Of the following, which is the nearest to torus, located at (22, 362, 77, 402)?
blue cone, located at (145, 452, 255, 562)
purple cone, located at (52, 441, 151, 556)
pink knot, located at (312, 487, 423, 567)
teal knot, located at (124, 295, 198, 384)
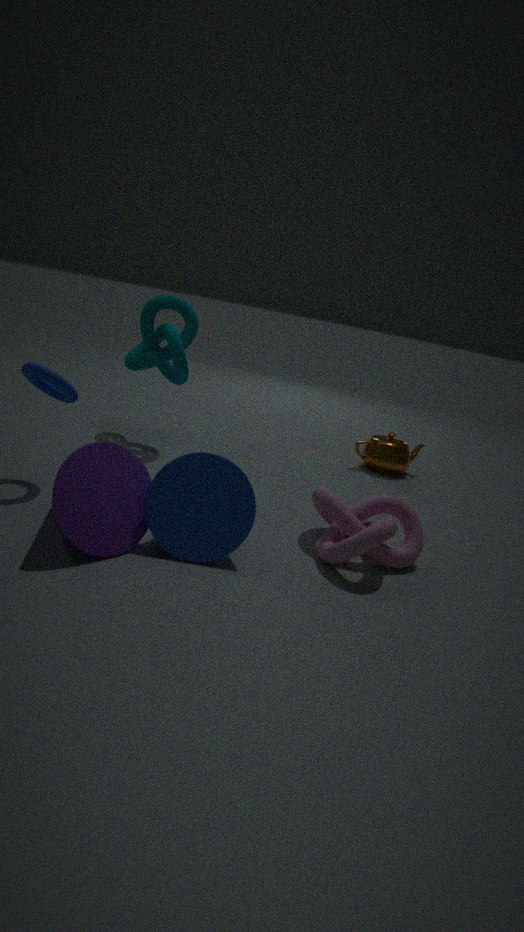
purple cone, located at (52, 441, 151, 556)
